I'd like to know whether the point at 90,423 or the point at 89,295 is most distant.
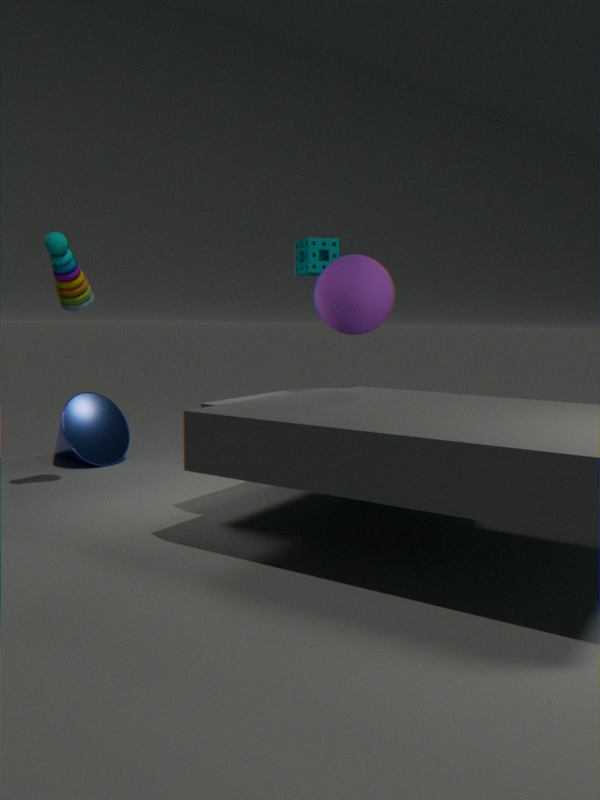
the point at 90,423
